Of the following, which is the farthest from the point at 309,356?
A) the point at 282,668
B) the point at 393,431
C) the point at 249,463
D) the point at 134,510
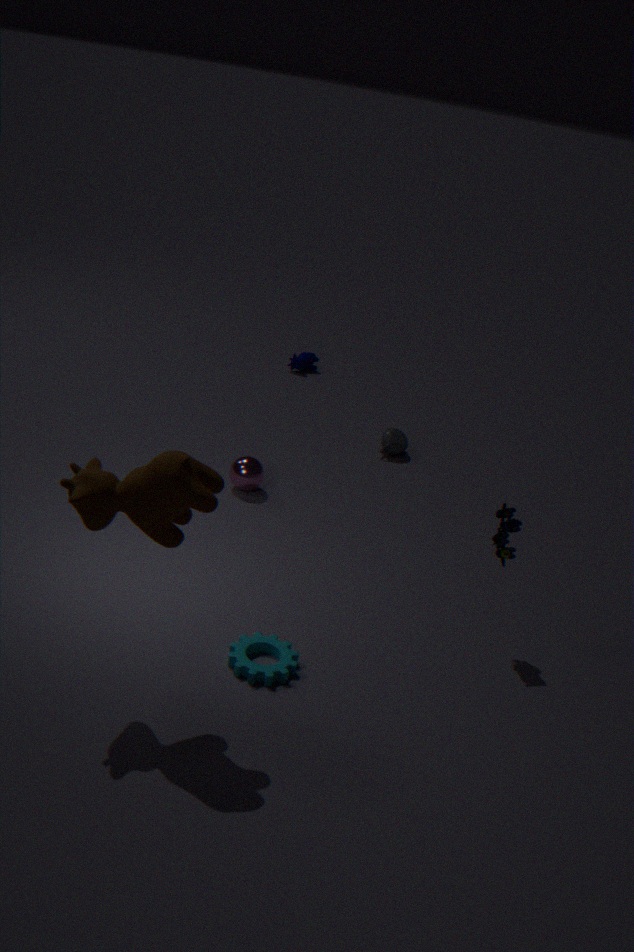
the point at 134,510
